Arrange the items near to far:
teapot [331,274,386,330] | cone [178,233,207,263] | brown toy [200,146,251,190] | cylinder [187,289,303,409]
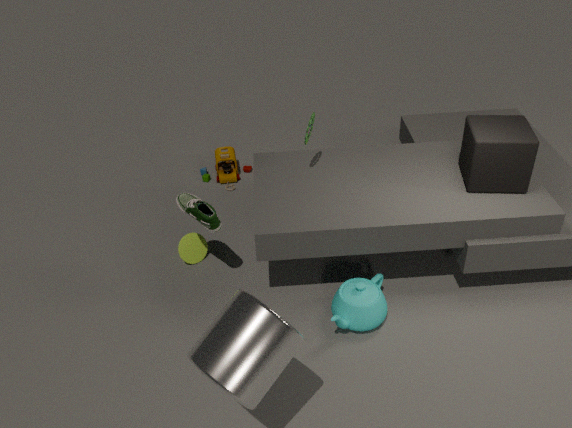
cylinder [187,289,303,409] < teapot [331,274,386,330] < cone [178,233,207,263] < brown toy [200,146,251,190]
